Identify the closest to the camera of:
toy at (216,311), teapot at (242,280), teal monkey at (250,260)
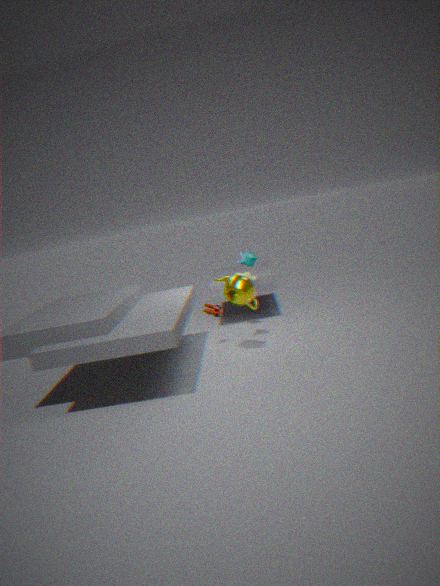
teapot at (242,280)
